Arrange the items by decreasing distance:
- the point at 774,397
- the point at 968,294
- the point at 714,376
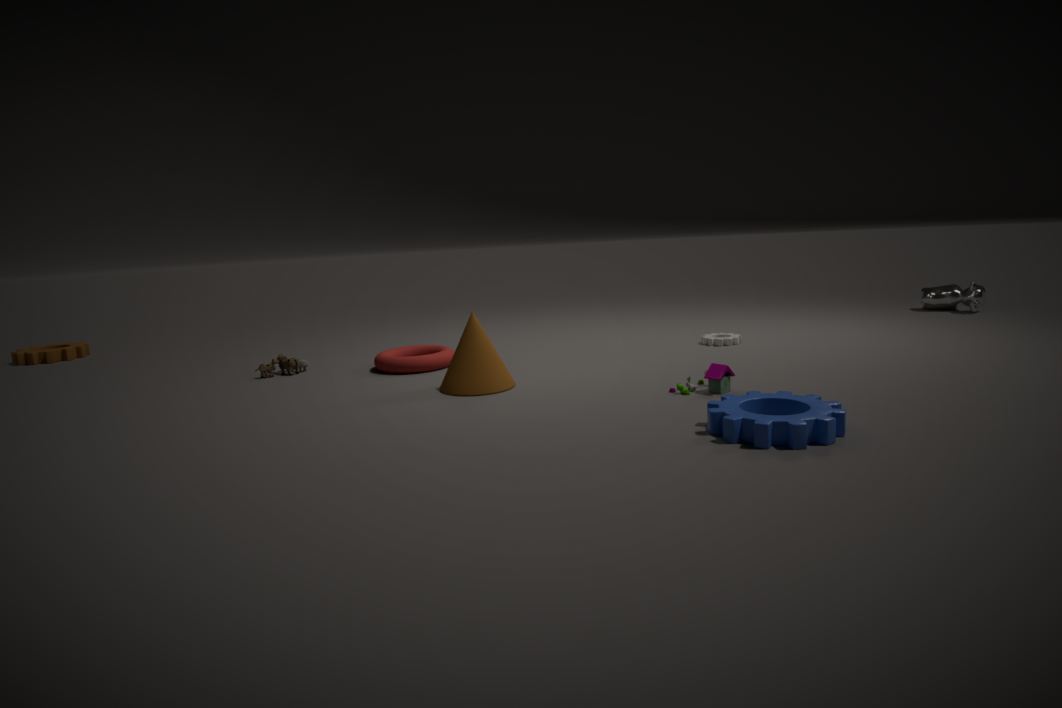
the point at 968,294 < the point at 714,376 < the point at 774,397
